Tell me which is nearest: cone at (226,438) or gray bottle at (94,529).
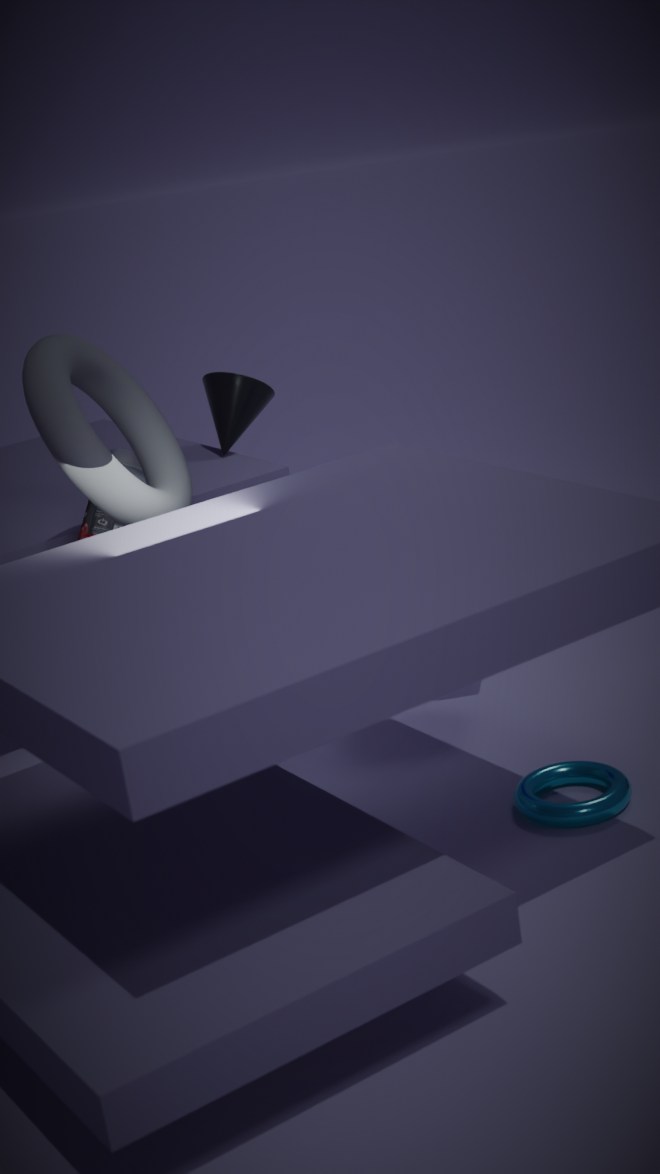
gray bottle at (94,529)
